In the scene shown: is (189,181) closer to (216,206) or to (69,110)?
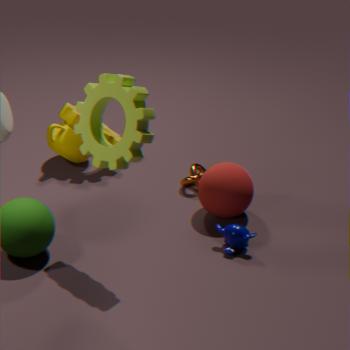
(216,206)
